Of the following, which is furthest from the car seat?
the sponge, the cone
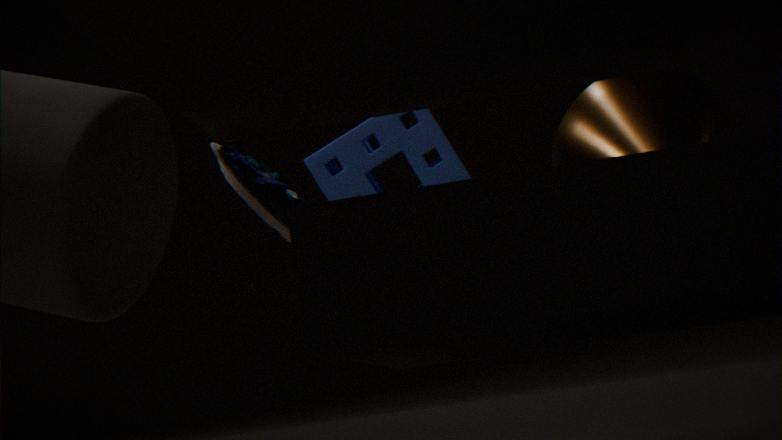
the sponge
